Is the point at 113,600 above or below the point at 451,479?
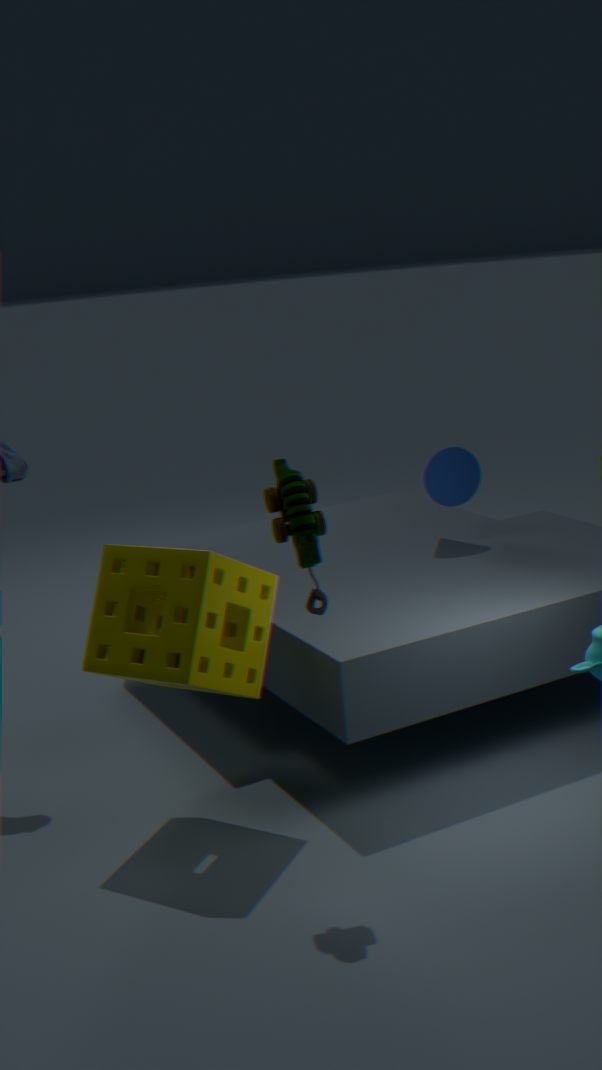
below
